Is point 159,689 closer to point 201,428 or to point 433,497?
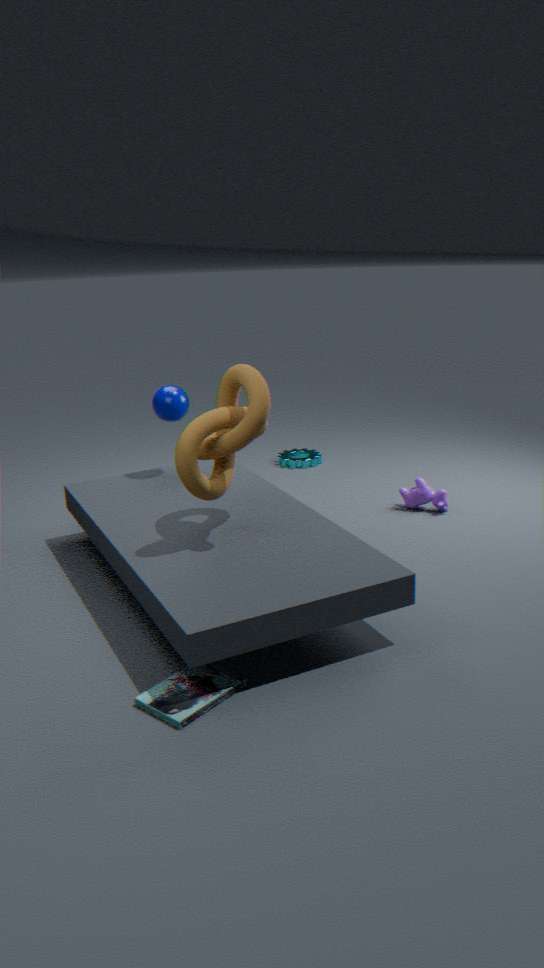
point 201,428
